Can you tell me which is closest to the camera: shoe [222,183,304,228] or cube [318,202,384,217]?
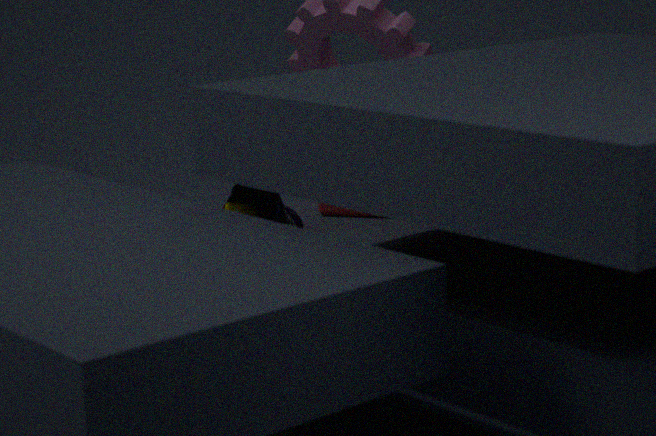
shoe [222,183,304,228]
